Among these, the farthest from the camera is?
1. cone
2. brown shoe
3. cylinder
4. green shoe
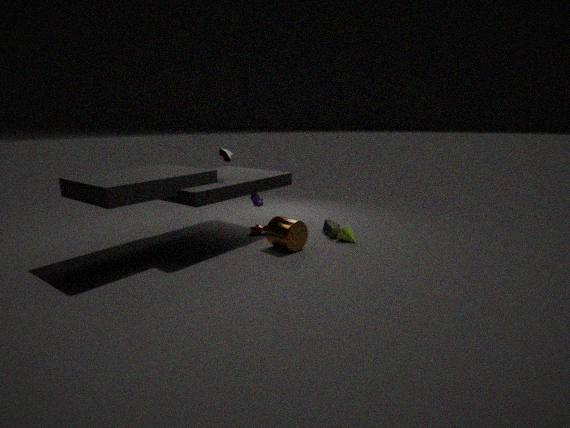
green shoe
